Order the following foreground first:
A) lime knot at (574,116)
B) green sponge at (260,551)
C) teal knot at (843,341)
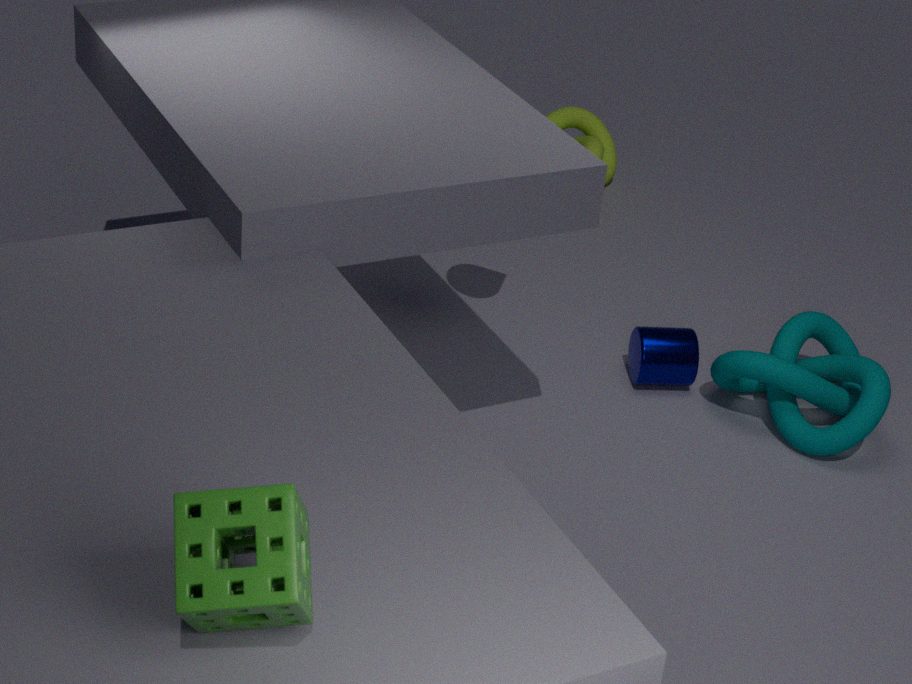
green sponge at (260,551) < teal knot at (843,341) < lime knot at (574,116)
